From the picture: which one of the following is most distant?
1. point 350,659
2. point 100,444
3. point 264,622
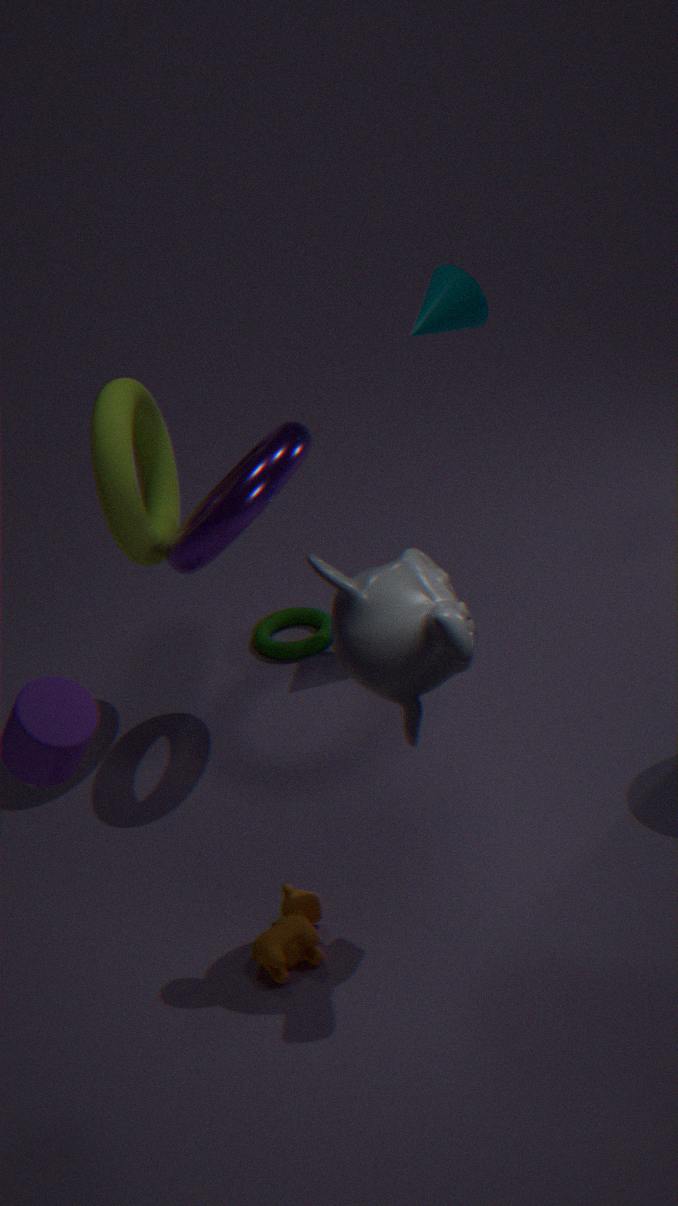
point 264,622
